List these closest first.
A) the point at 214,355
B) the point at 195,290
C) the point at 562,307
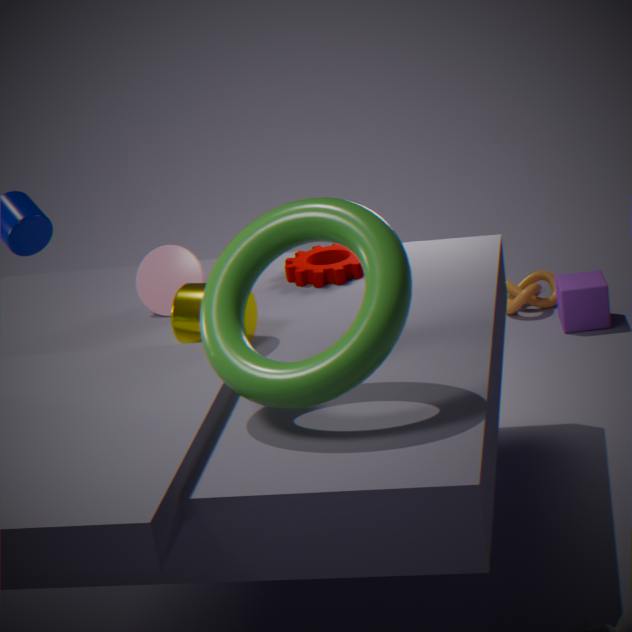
the point at 214,355 → the point at 195,290 → the point at 562,307
